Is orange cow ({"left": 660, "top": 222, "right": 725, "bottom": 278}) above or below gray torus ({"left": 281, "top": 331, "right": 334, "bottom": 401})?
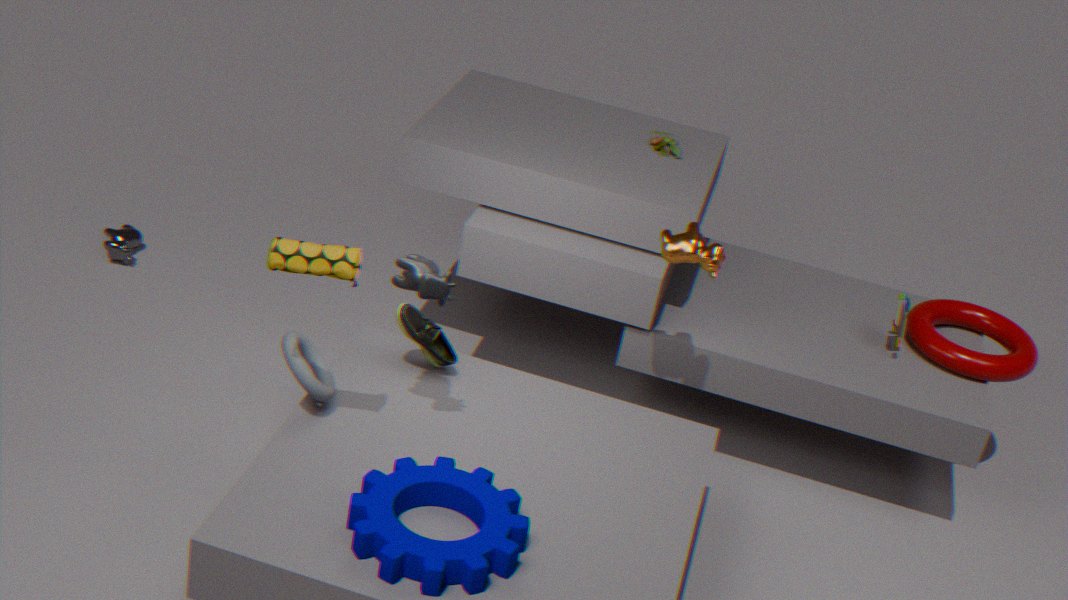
above
